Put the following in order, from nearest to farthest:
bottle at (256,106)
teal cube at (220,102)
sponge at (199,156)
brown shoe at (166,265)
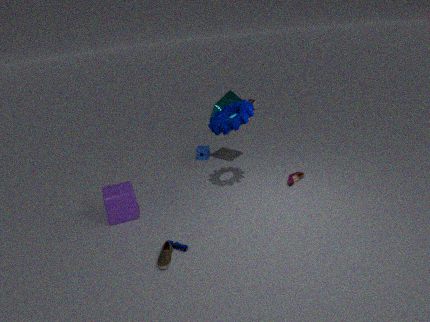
brown shoe at (166,265)
teal cube at (220,102)
sponge at (199,156)
bottle at (256,106)
